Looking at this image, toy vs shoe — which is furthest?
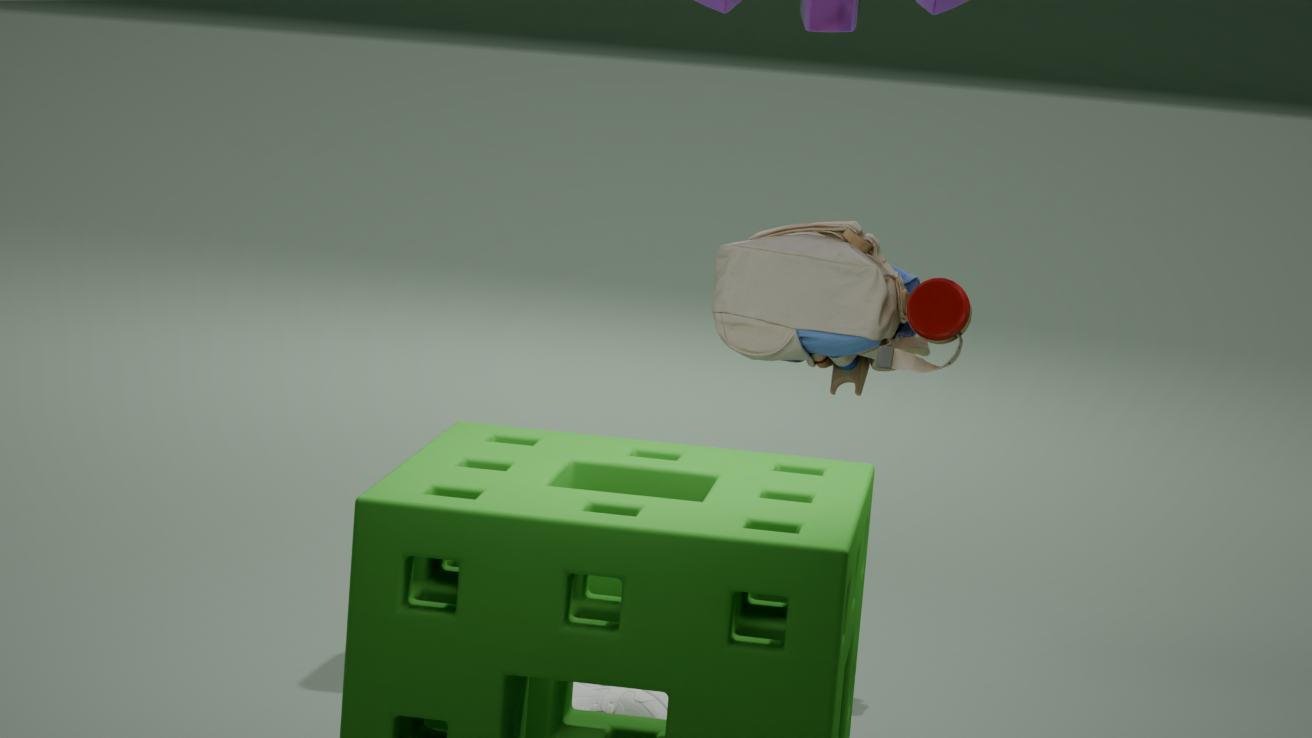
toy
